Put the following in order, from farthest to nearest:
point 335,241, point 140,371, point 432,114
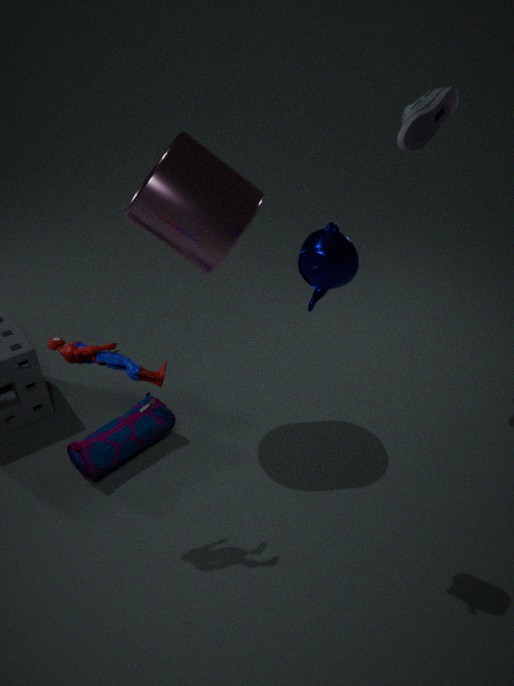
point 432,114 → point 140,371 → point 335,241
